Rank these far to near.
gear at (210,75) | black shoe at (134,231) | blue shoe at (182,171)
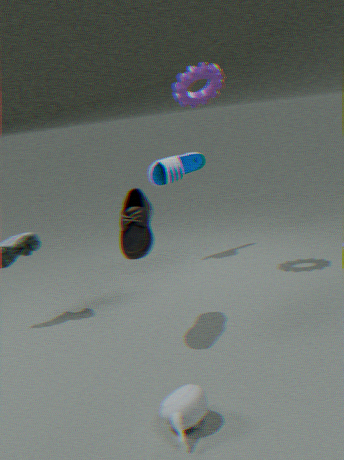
1. blue shoe at (182,171)
2. gear at (210,75)
3. black shoe at (134,231)
